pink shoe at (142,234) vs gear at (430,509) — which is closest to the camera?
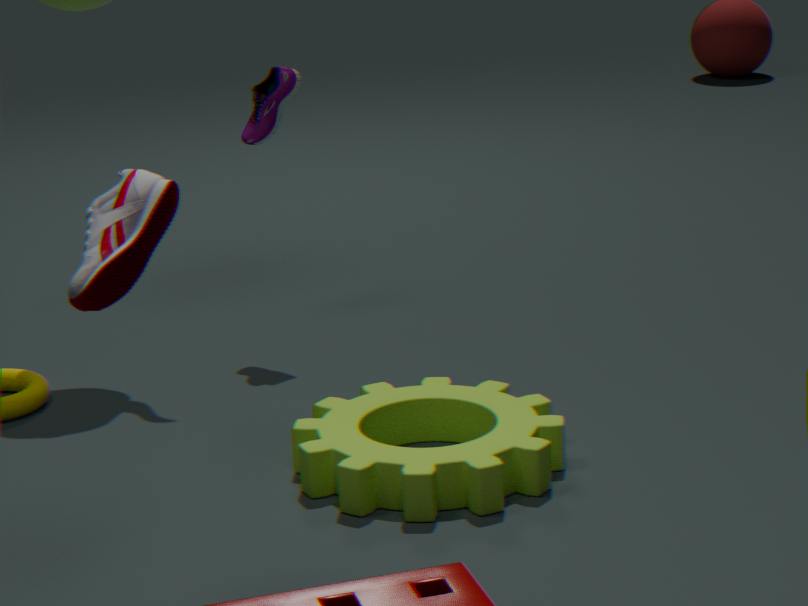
pink shoe at (142,234)
